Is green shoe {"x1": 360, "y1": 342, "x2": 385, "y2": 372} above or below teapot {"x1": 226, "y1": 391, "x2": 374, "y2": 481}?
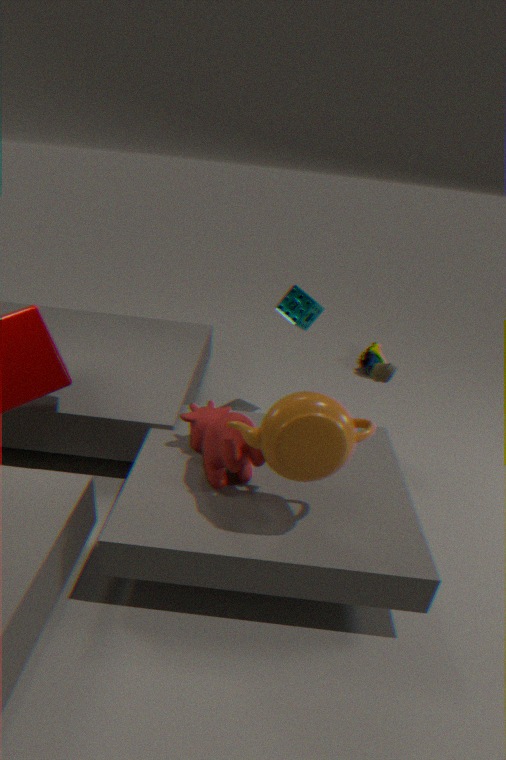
below
